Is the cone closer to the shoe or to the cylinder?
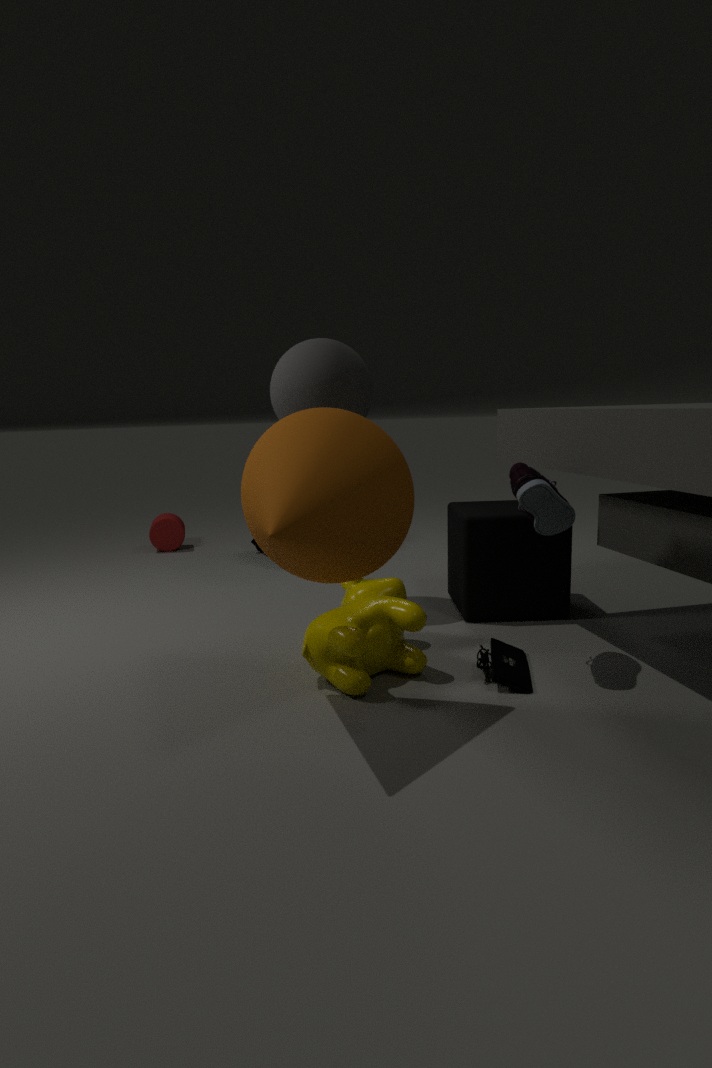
the shoe
